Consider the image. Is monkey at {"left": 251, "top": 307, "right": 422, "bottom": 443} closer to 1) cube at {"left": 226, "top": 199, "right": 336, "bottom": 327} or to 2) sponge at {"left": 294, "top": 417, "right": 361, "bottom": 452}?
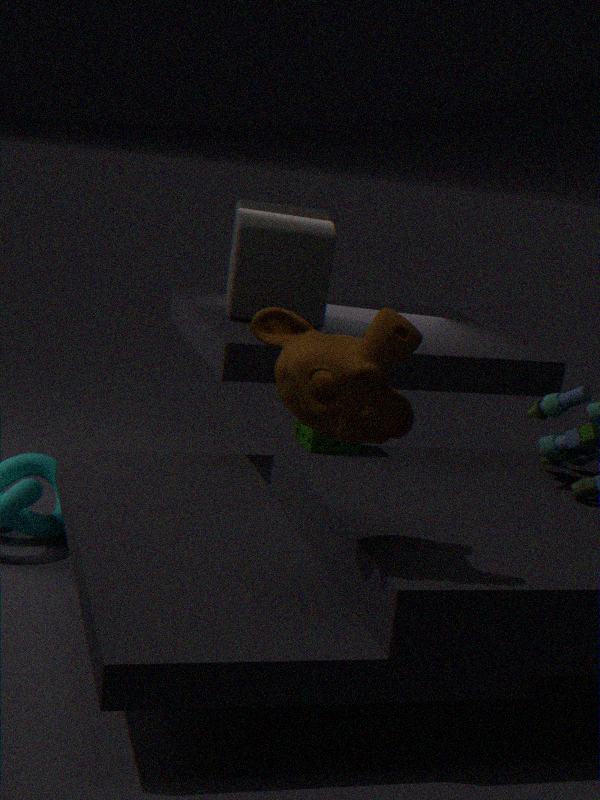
2) sponge at {"left": 294, "top": 417, "right": 361, "bottom": 452}
